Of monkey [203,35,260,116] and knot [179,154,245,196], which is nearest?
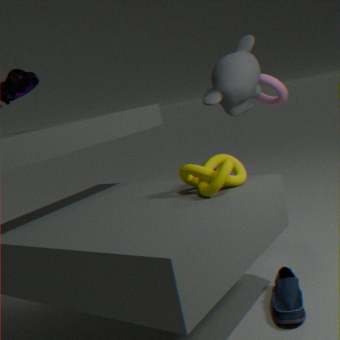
knot [179,154,245,196]
